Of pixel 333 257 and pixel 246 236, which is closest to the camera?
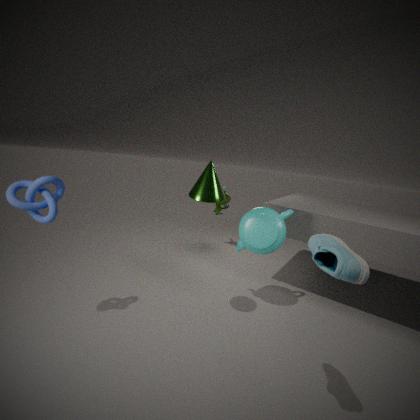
pixel 333 257
